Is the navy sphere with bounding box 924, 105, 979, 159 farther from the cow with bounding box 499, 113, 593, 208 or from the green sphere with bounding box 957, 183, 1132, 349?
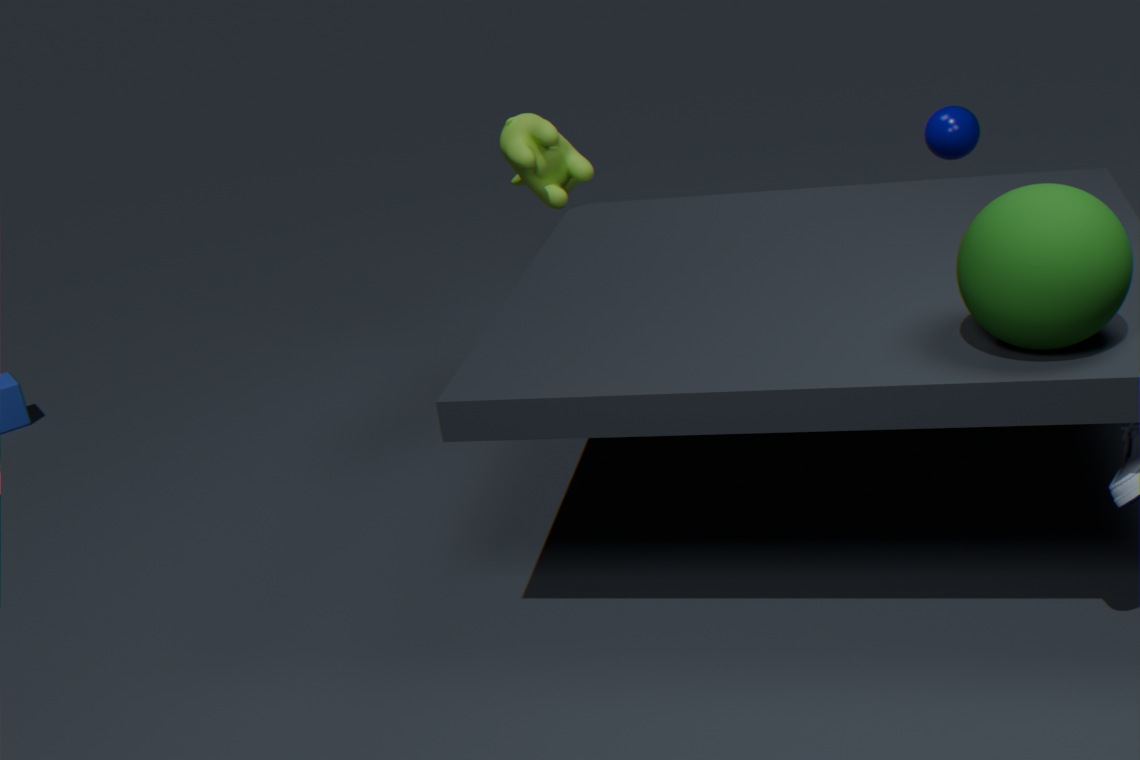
the green sphere with bounding box 957, 183, 1132, 349
